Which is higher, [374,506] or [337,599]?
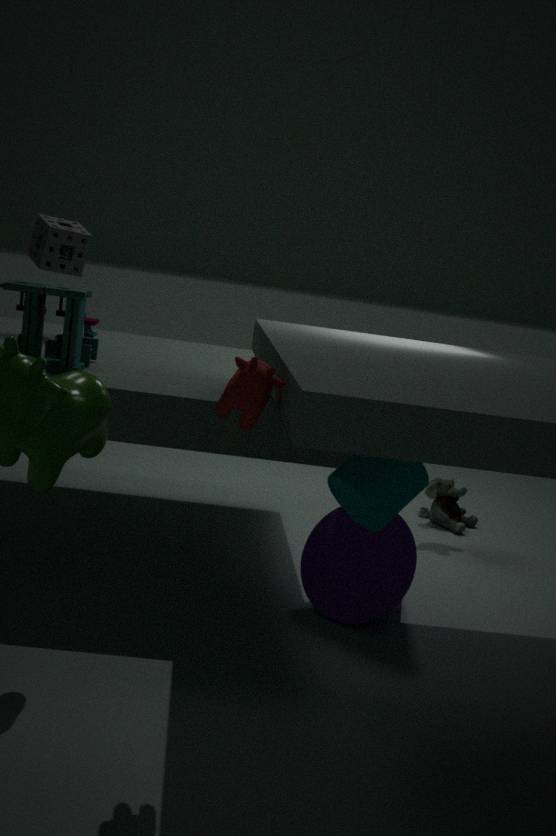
[374,506]
